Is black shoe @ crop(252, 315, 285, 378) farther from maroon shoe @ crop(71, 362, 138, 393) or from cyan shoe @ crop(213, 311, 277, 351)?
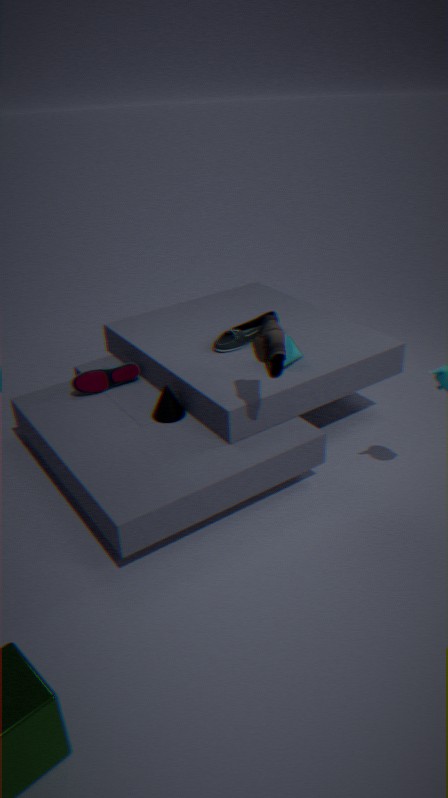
maroon shoe @ crop(71, 362, 138, 393)
